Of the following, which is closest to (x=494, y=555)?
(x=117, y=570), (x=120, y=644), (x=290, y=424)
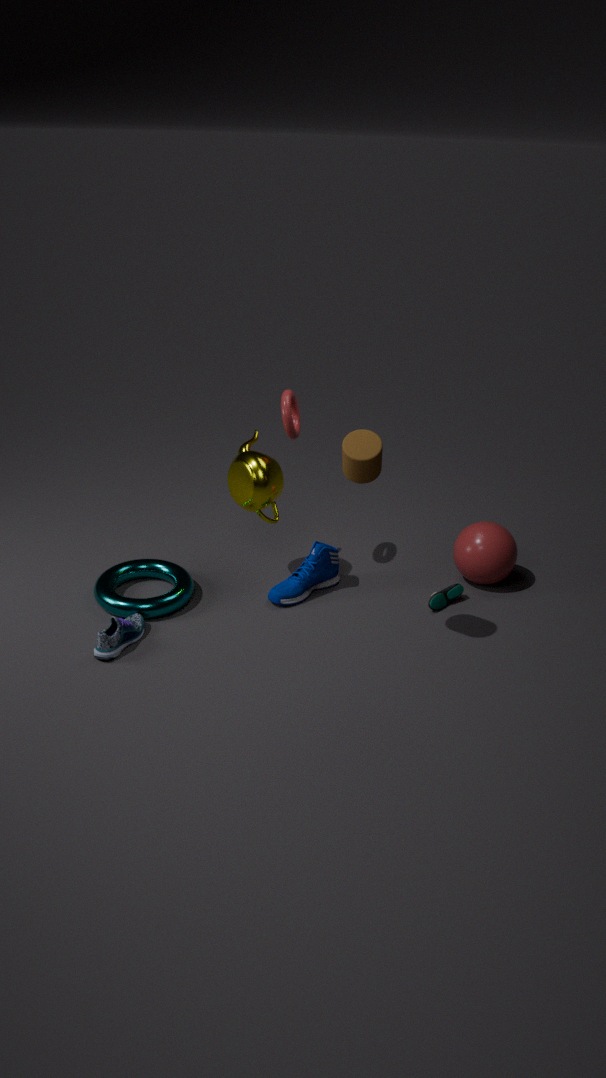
(x=290, y=424)
